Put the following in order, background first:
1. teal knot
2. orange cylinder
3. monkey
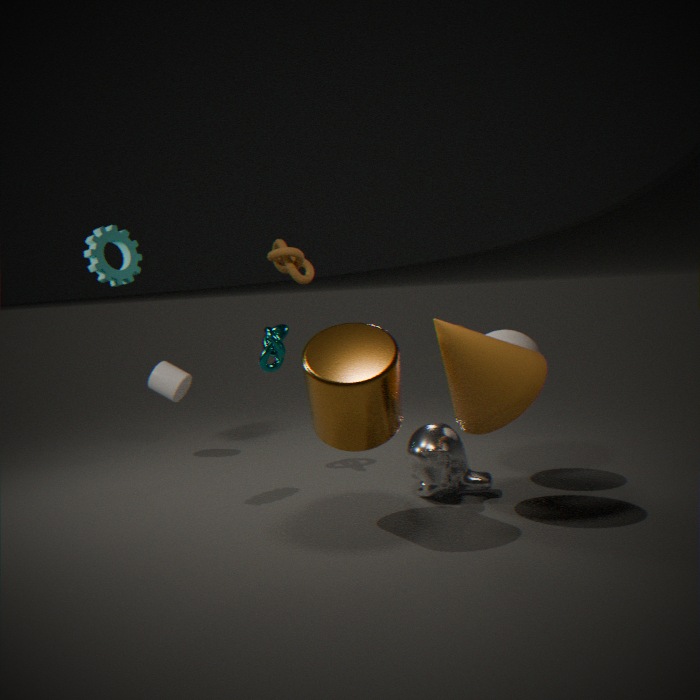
teal knot < monkey < orange cylinder
